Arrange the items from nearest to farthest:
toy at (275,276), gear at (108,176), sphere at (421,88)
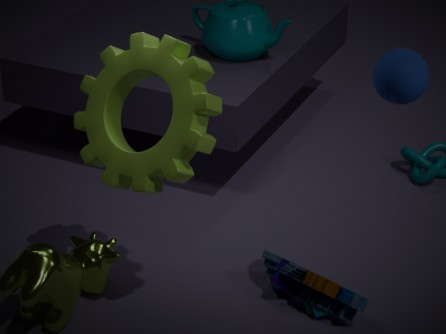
sphere at (421,88) < gear at (108,176) < toy at (275,276)
